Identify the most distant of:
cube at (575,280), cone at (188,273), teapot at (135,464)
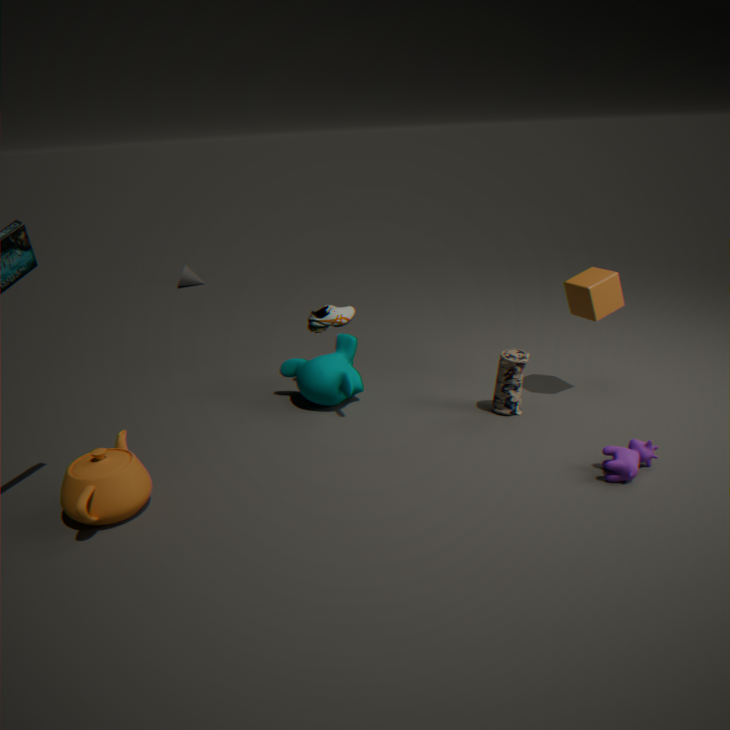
cone at (188,273)
